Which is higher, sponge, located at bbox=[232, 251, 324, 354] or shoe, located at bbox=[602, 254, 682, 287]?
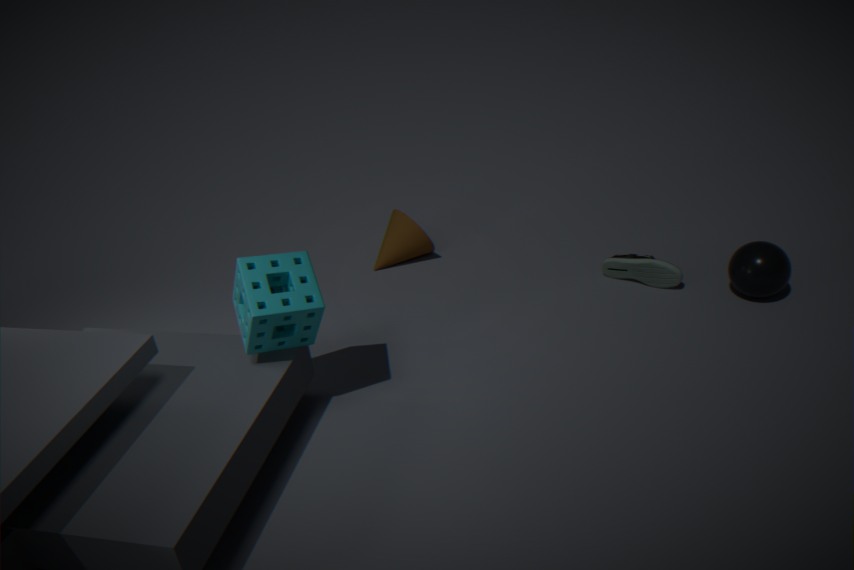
sponge, located at bbox=[232, 251, 324, 354]
